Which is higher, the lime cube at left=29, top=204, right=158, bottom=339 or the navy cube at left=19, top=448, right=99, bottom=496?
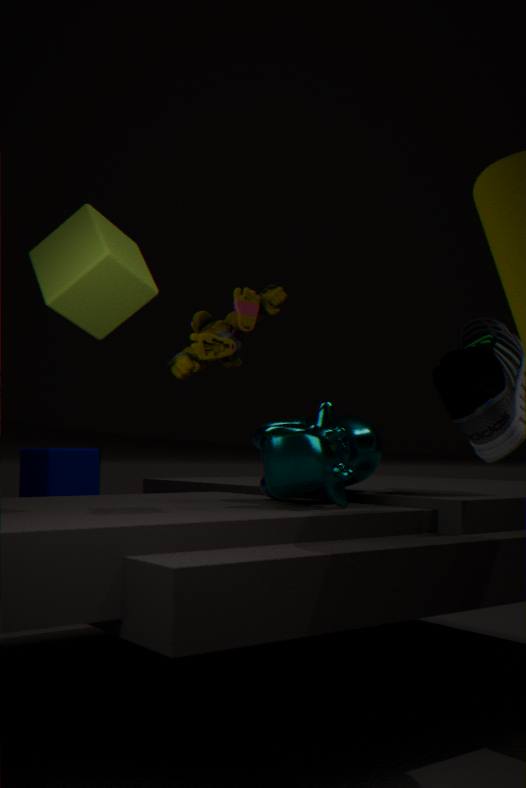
the lime cube at left=29, top=204, right=158, bottom=339
